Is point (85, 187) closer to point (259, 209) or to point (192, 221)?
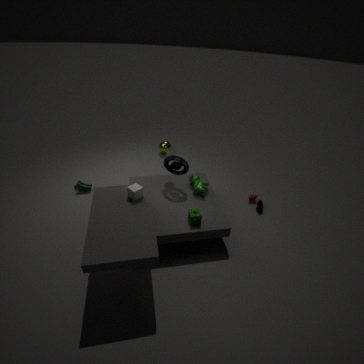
point (192, 221)
